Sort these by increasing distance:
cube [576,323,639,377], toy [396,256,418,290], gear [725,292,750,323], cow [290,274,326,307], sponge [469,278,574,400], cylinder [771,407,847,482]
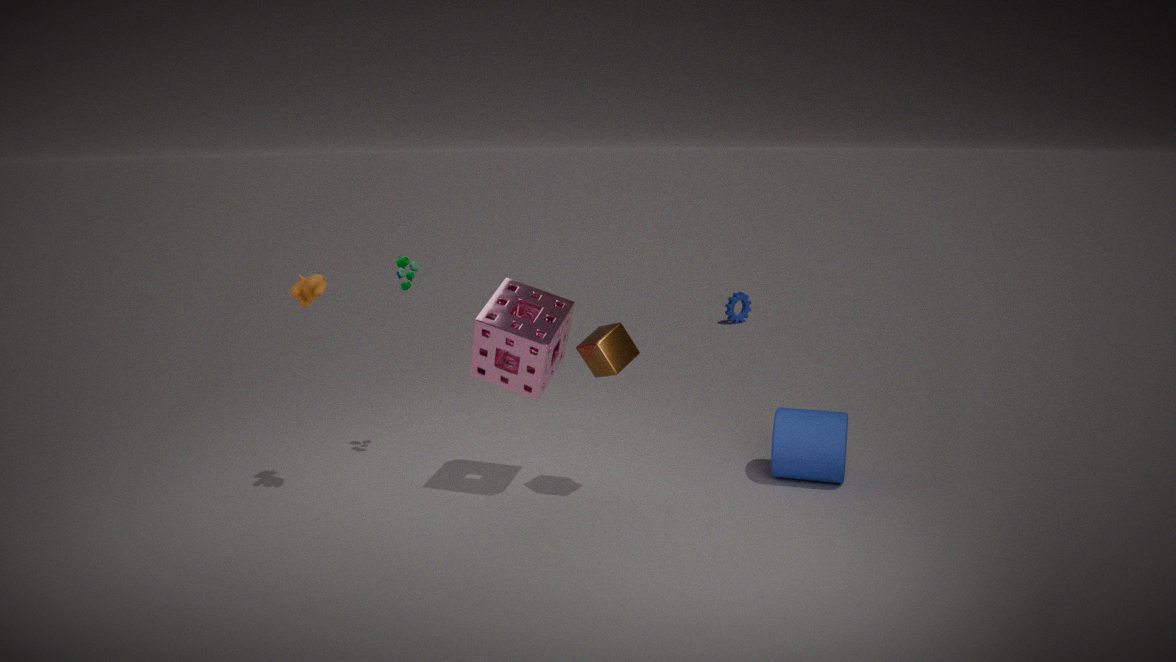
cow [290,274,326,307]
sponge [469,278,574,400]
cube [576,323,639,377]
cylinder [771,407,847,482]
toy [396,256,418,290]
gear [725,292,750,323]
